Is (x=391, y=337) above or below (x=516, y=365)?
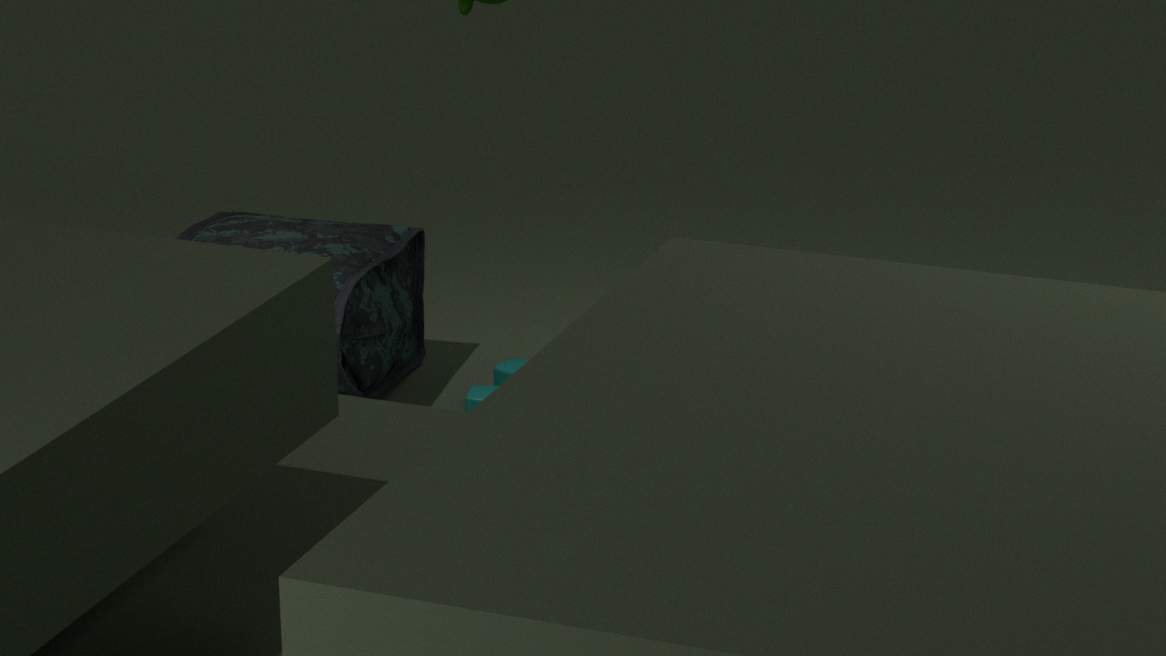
above
